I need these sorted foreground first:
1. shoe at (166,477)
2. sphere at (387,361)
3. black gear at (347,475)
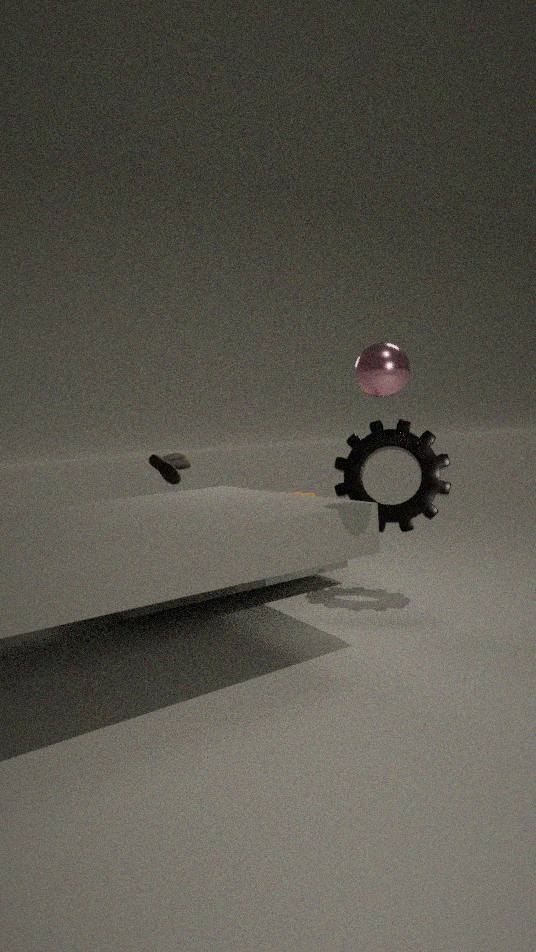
sphere at (387,361) < black gear at (347,475) < shoe at (166,477)
